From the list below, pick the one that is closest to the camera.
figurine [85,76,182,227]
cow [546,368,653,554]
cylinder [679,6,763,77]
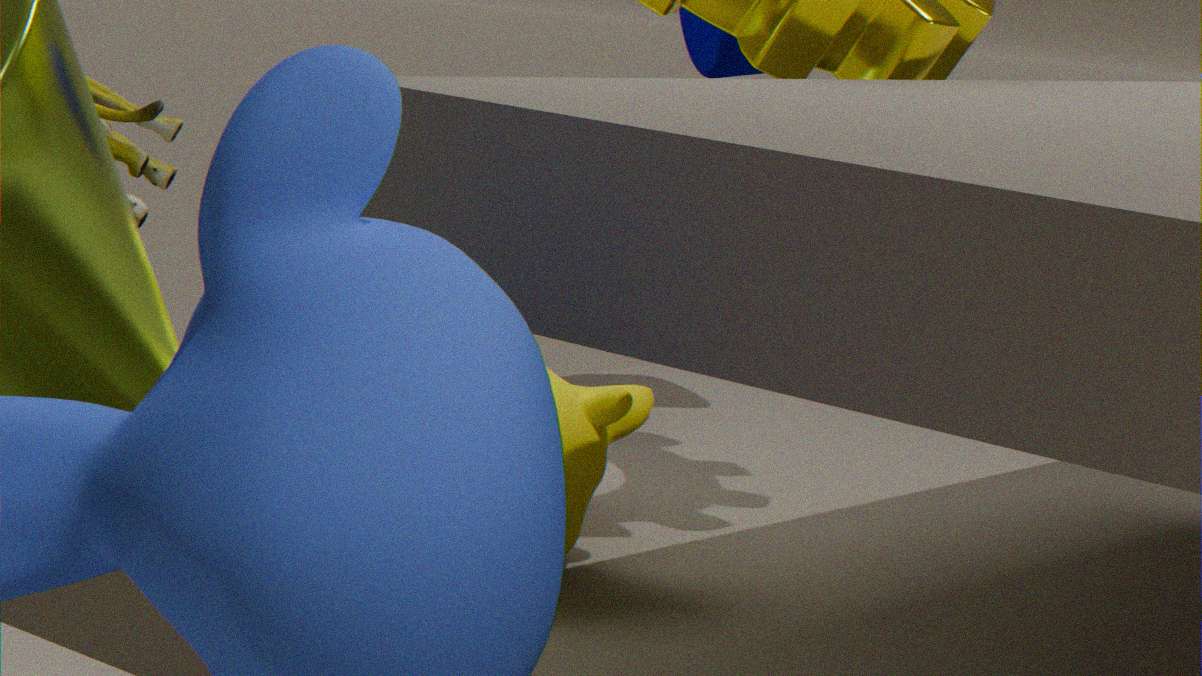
figurine [85,76,182,227]
